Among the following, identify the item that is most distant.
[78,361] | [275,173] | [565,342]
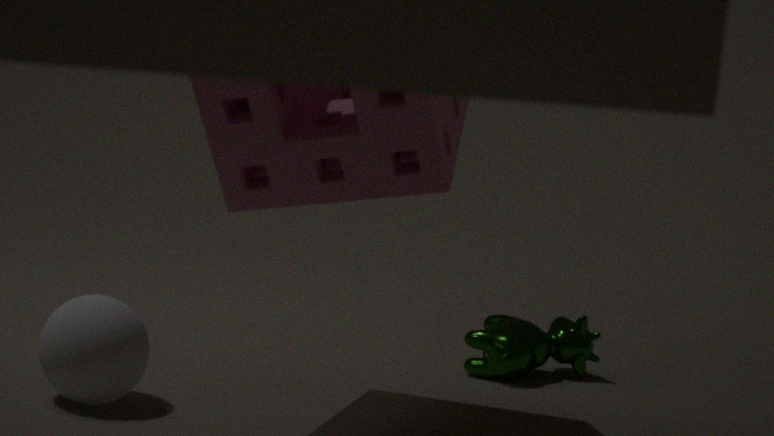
[565,342]
